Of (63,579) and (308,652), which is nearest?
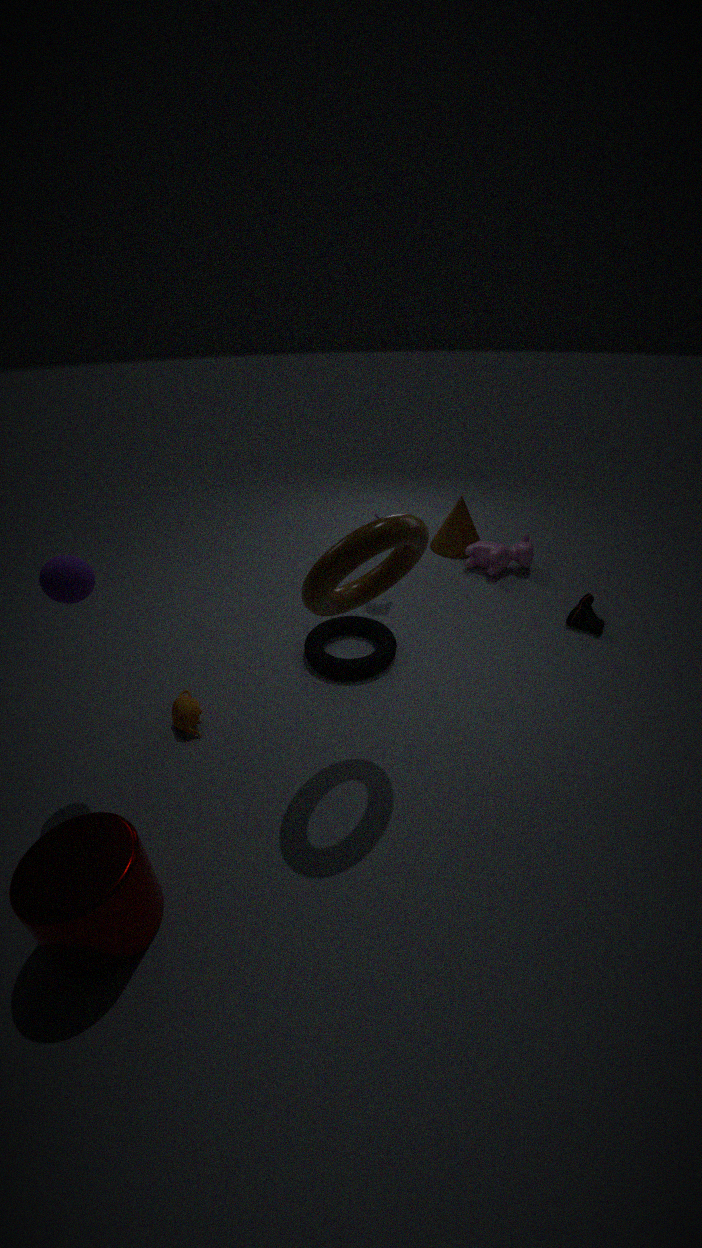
(63,579)
